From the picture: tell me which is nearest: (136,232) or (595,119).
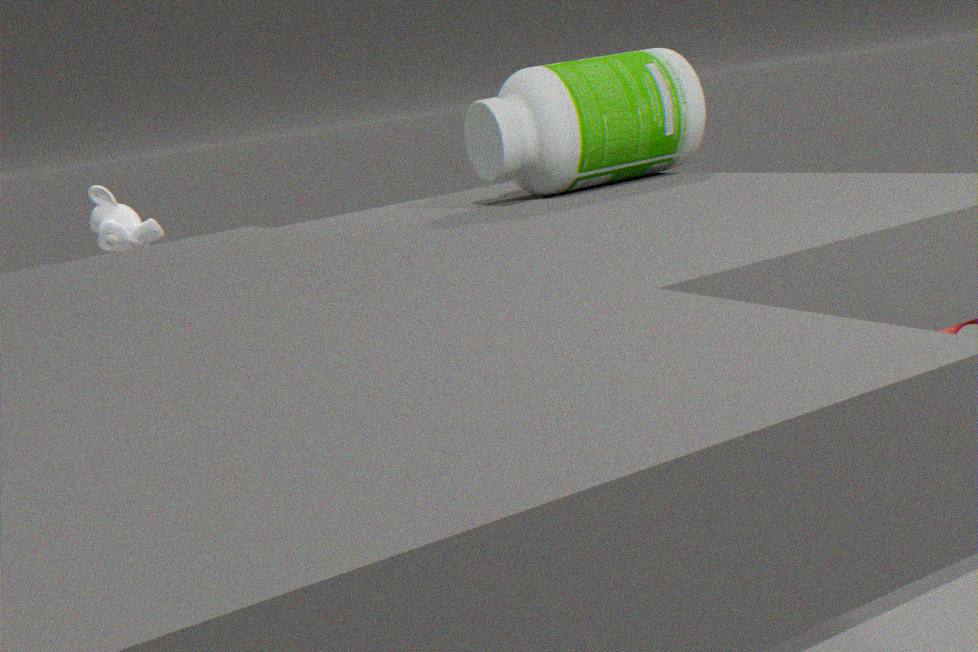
(595,119)
